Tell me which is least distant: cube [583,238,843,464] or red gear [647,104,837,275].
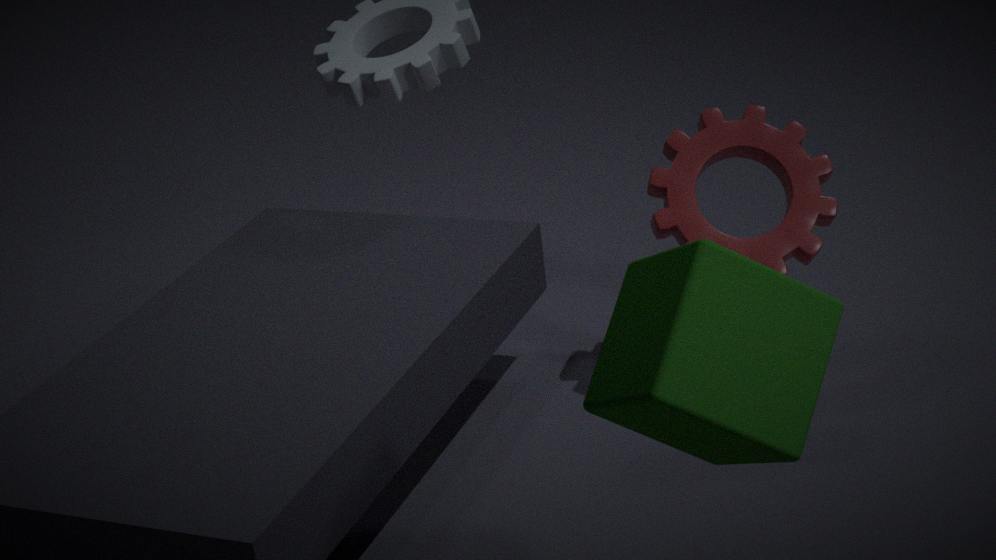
cube [583,238,843,464]
